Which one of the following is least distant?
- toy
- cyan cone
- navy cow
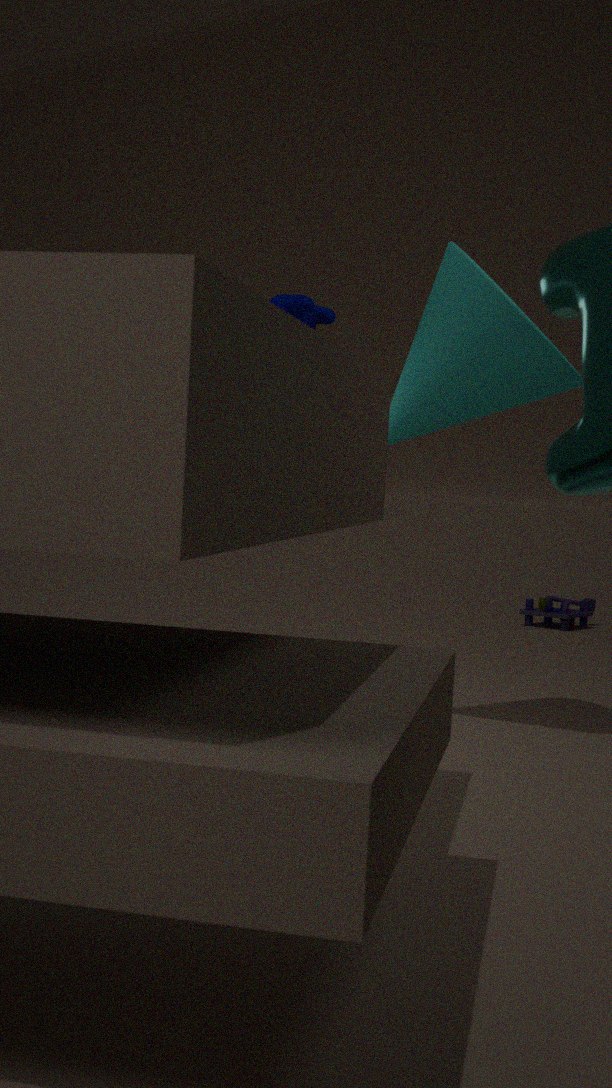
cyan cone
